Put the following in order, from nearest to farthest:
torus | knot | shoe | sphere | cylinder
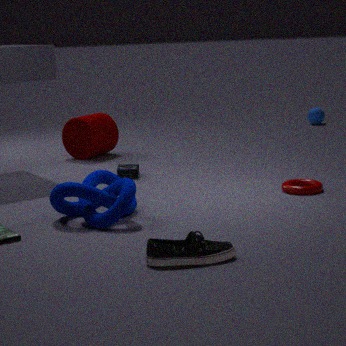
1. shoe
2. knot
3. torus
4. cylinder
5. sphere
